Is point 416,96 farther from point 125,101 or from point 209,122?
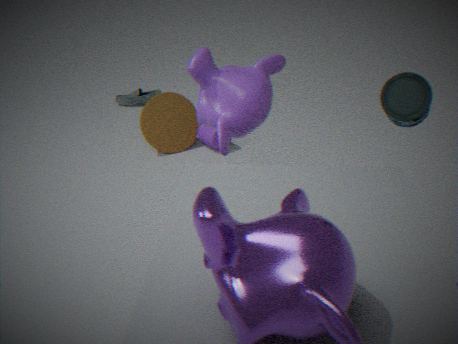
point 125,101
